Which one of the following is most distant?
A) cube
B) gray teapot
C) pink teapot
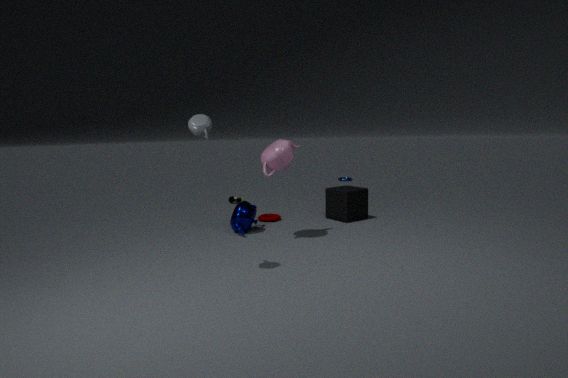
cube
